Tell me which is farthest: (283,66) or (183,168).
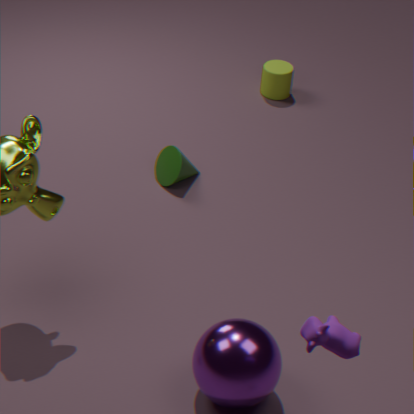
(283,66)
